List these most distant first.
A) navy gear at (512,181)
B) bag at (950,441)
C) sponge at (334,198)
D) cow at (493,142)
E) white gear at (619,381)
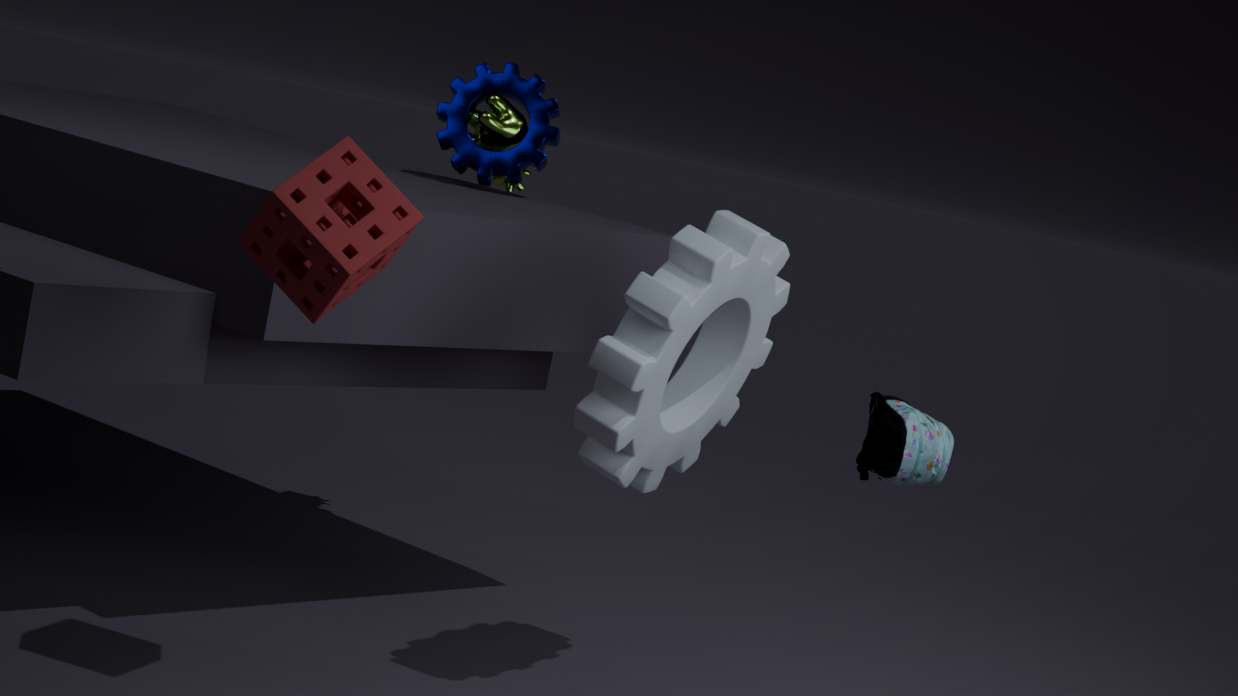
cow at (493,142), navy gear at (512,181), white gear at (619,381), bag at (950,441), sponge at (334,198)
